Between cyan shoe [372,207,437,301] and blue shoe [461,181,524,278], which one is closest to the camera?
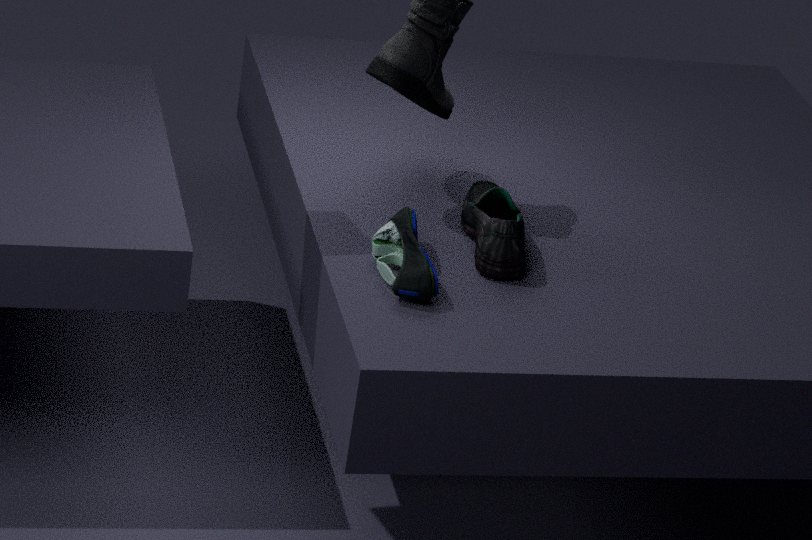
A: cyan shoe [372,207,437,301]
